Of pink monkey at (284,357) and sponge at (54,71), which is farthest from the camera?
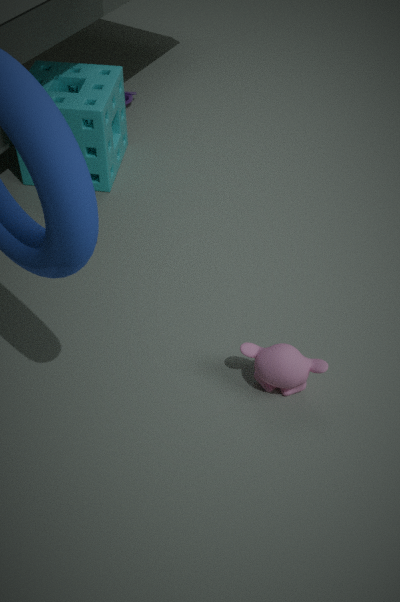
sponge at (54,71)
